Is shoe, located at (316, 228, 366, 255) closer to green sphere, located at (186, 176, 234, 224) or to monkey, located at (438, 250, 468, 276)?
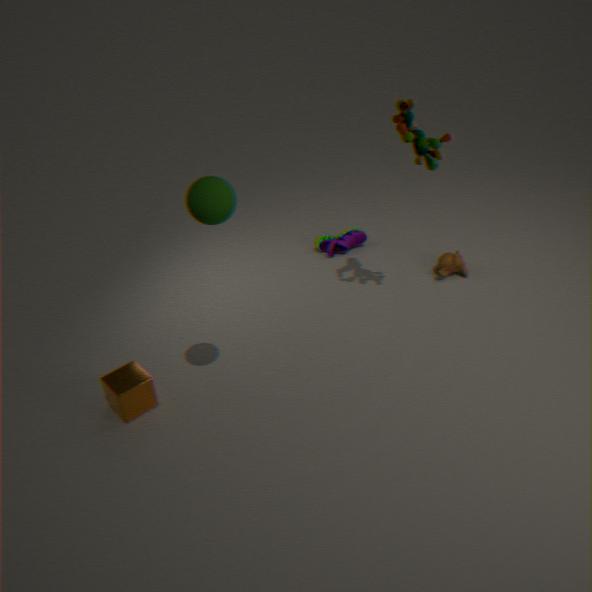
monkey, located at (438, 250, 468, 276)
